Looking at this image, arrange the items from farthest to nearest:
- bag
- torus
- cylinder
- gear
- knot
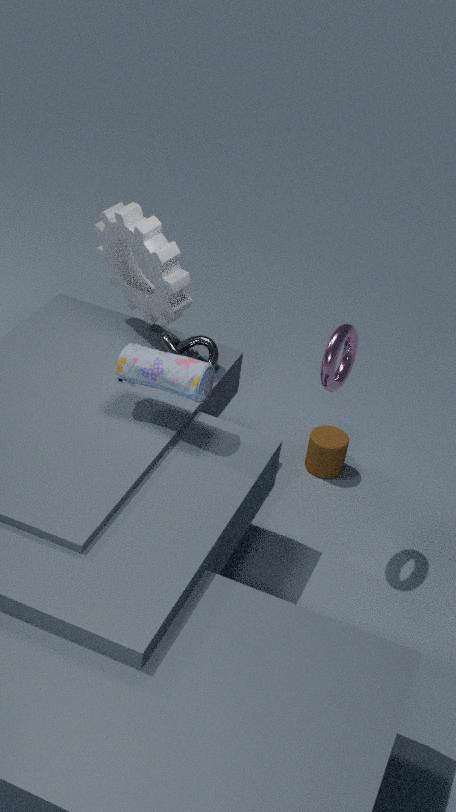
cylinder, knot, gear, bag, torus
